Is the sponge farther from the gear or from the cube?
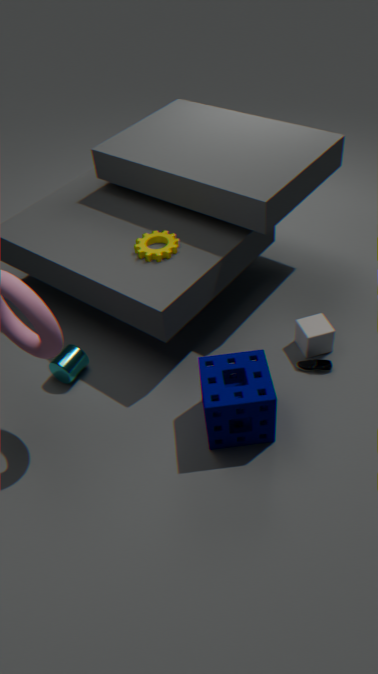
the gear
